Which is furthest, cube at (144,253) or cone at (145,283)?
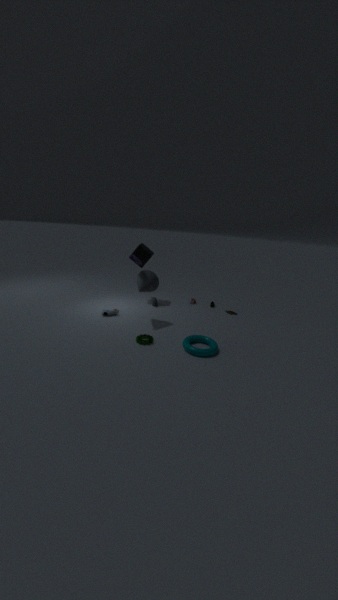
cube at (144,253)
